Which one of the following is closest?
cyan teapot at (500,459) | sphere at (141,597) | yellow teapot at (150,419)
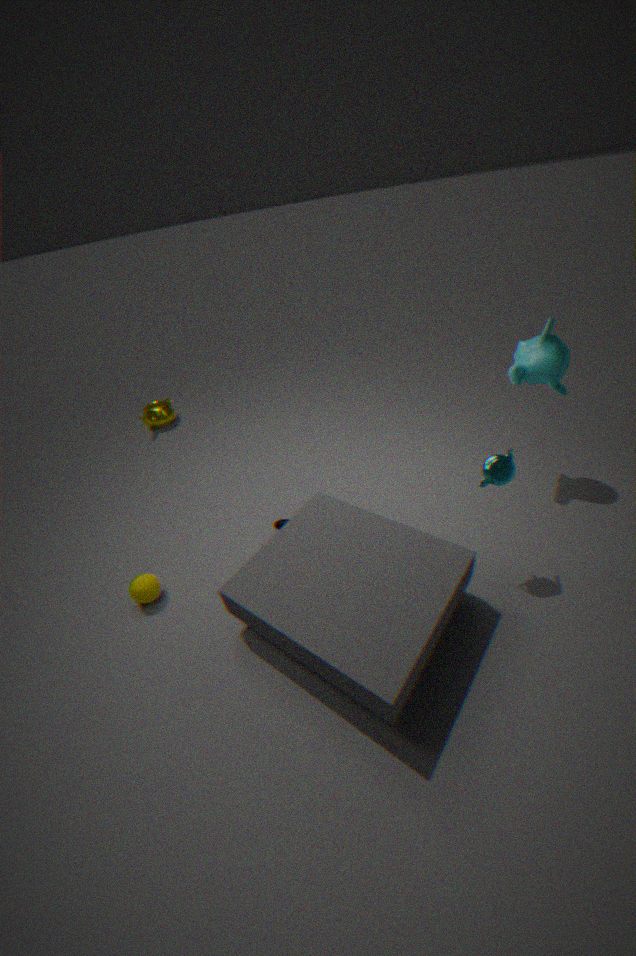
cyan teapot at (500,459)
